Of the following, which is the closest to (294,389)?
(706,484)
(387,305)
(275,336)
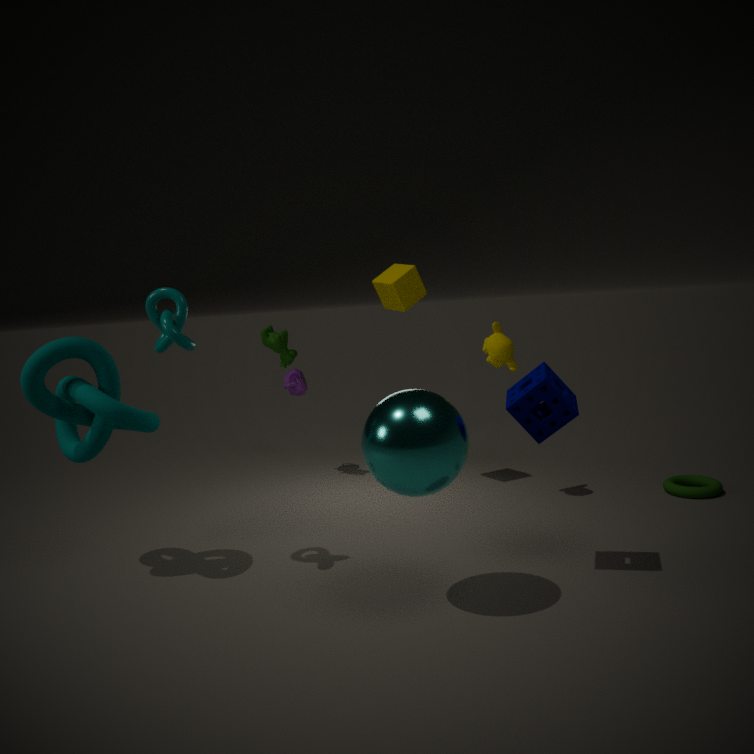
(275,336)
